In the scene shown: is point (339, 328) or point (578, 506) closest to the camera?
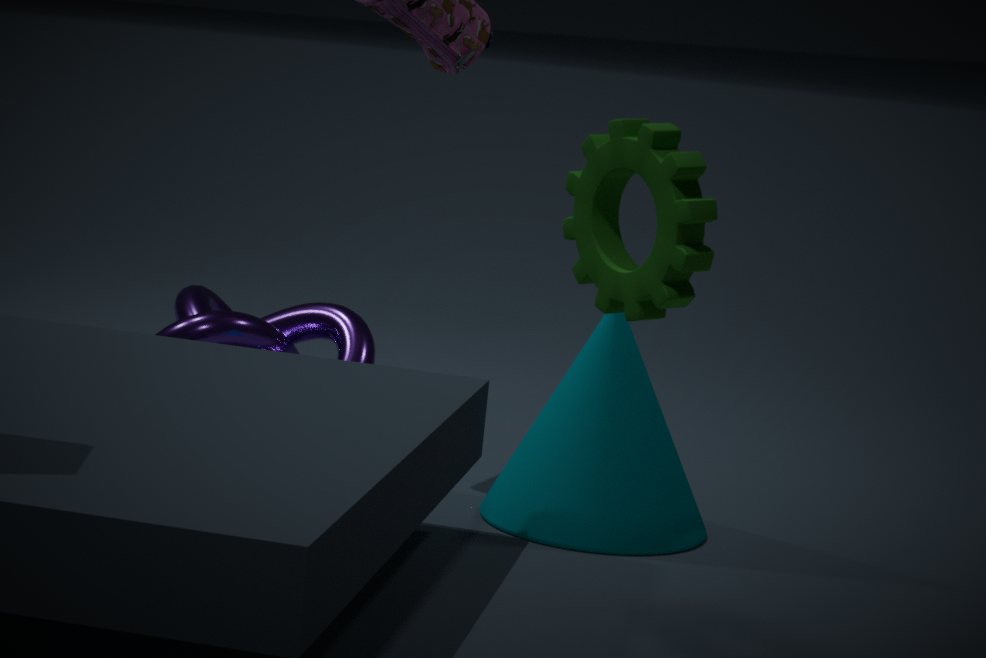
point (578, 506)
